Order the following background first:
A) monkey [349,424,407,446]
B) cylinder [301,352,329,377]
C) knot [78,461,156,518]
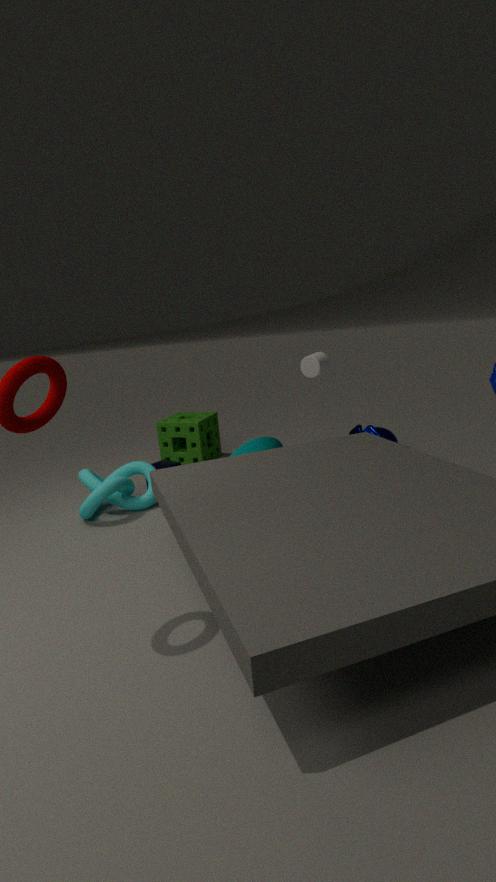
cylinder [301,352,329,377] → monkey [349,424,407,446] → knot [78,461,156,518]
